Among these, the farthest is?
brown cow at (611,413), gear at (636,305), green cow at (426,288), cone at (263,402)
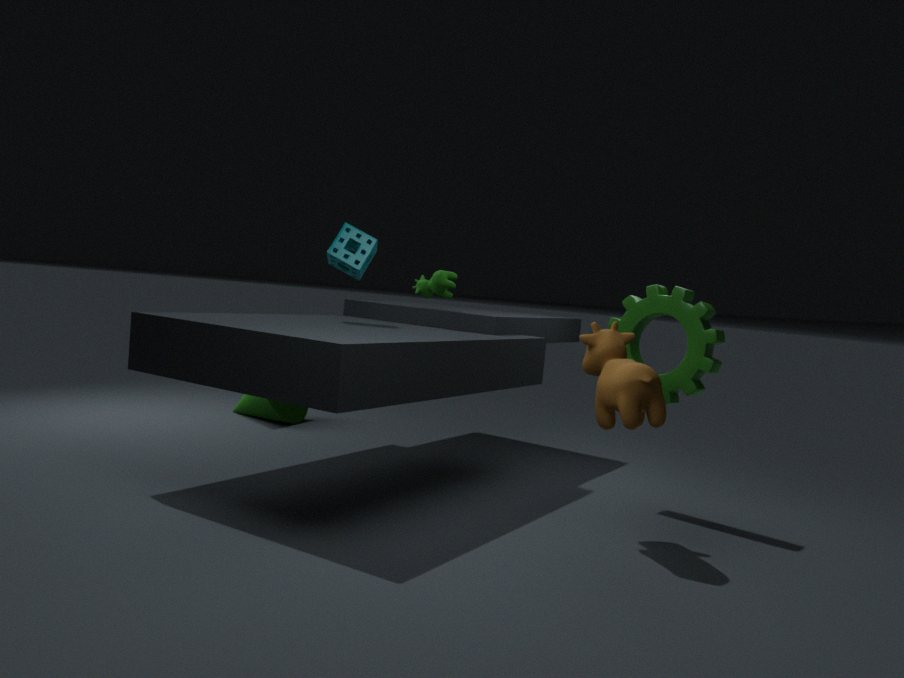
cone at (263,402)
